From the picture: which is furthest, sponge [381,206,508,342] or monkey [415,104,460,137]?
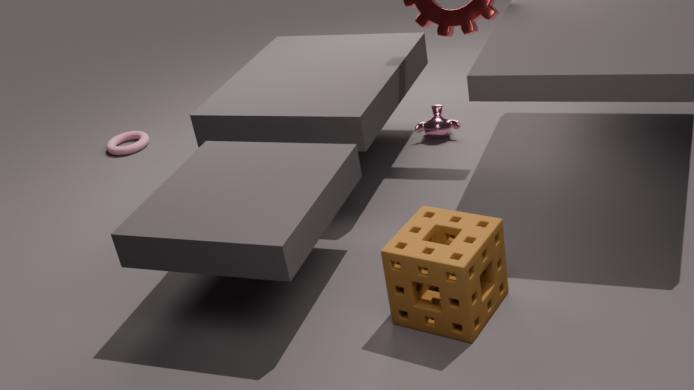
monkey [415,104,460,137]
